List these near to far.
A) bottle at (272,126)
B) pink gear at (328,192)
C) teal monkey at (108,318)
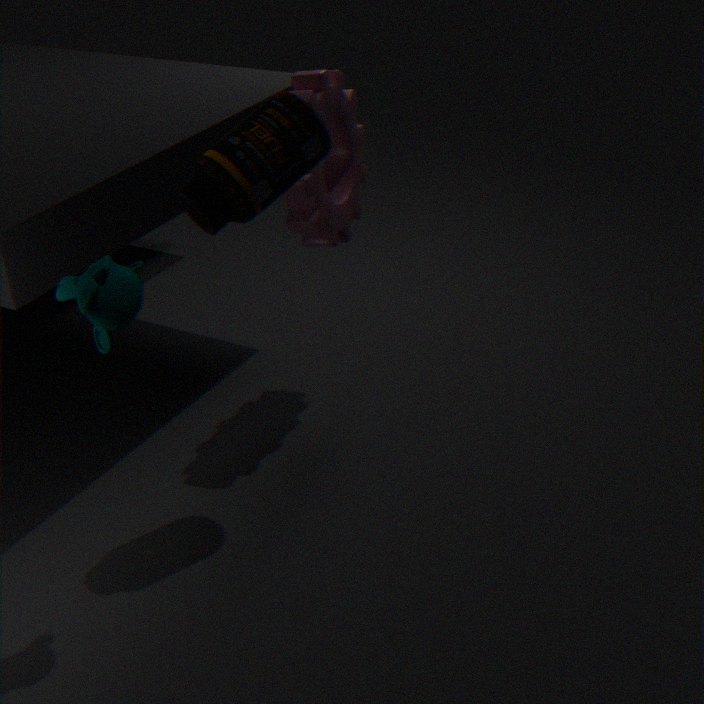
teal monkey at (108,318) → bottle at (272,126) → pink gear at (328,192)
